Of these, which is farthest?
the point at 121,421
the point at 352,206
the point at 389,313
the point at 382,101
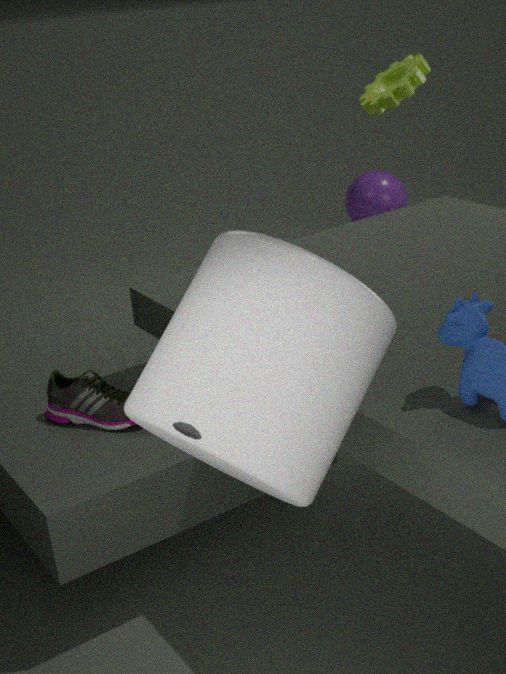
the point at 352,206
